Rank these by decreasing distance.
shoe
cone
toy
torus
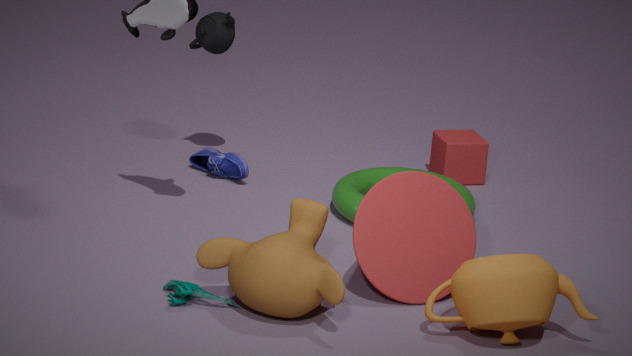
shoe < torus < cone < toy
